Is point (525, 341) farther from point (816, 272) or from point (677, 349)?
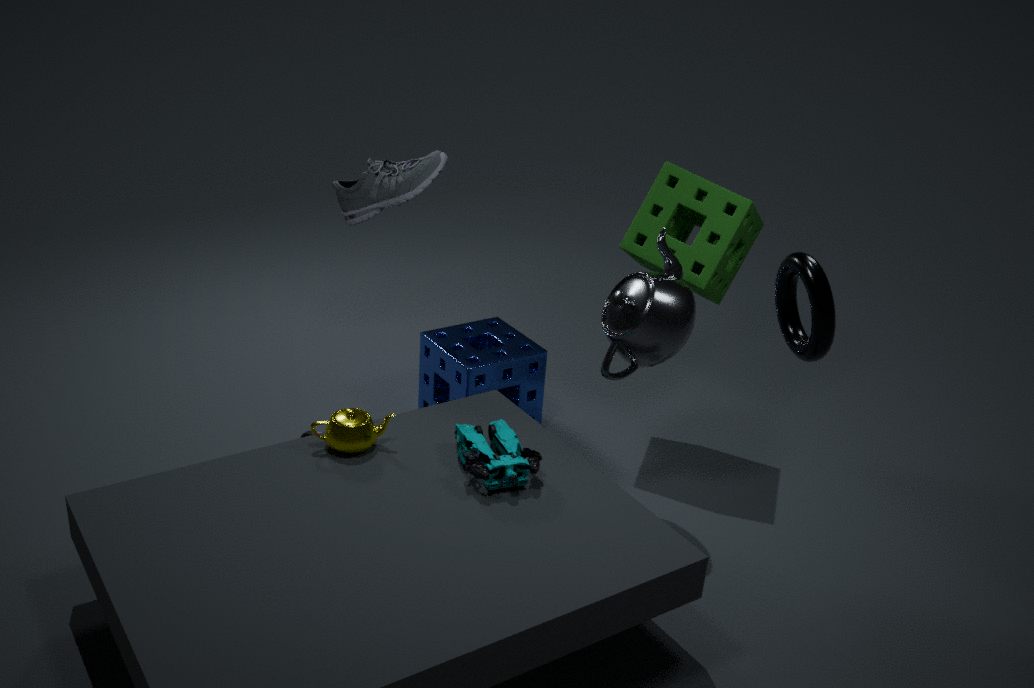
point (816, 272)
